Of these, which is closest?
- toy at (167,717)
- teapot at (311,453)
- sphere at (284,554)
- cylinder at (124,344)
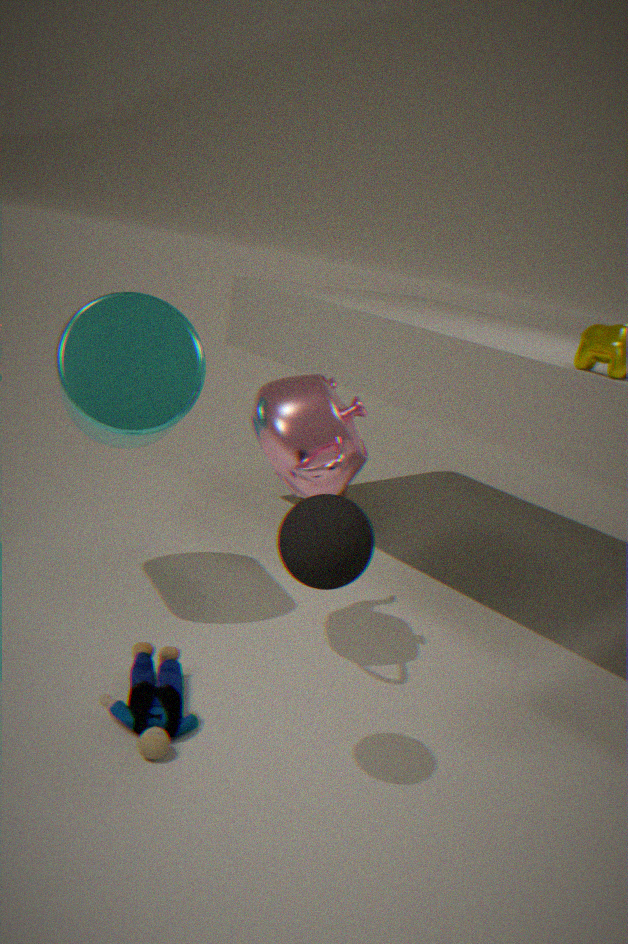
sphere at (284,554)
